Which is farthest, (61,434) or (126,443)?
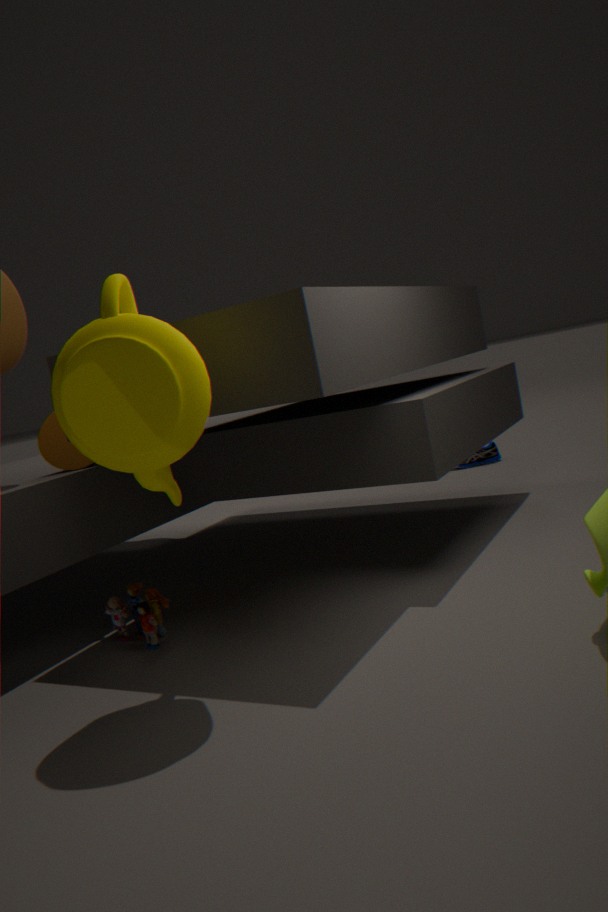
(61,434)
